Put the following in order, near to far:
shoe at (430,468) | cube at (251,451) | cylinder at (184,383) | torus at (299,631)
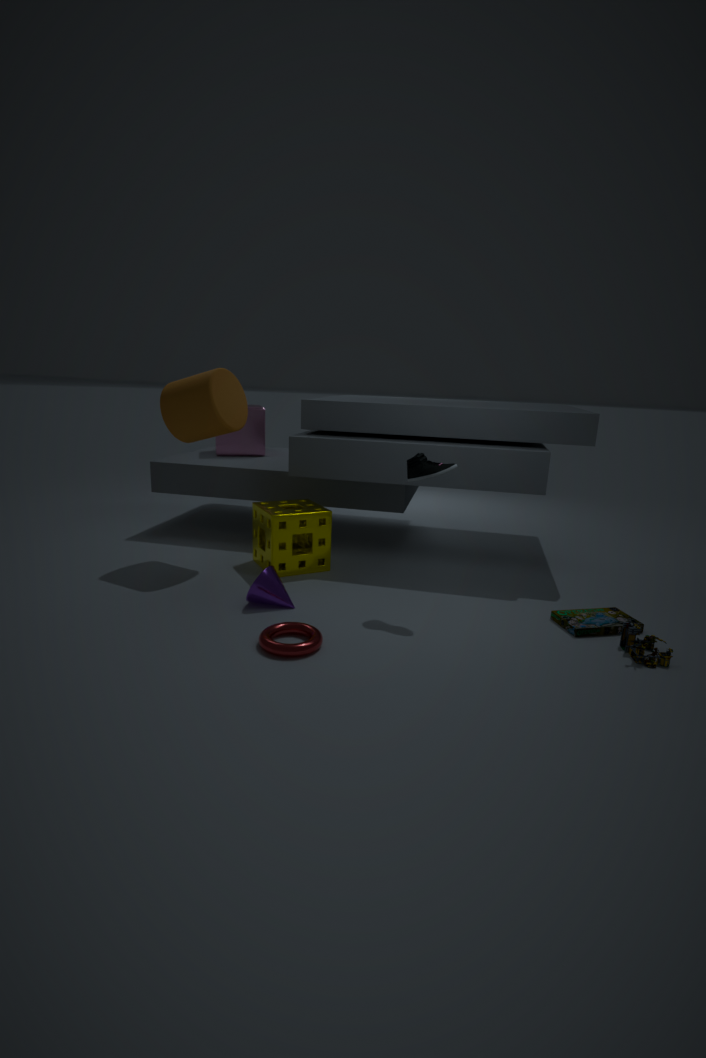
torus at (299,631) → shoe at (430,468) → cylinder at (184,383) → cube at (251,451)
